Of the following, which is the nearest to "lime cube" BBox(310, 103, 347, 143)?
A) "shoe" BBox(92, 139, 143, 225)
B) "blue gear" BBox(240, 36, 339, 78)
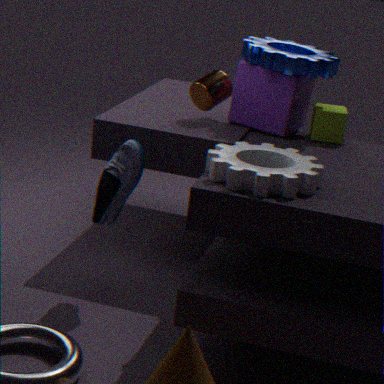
"blue gear" BBox(240, 36, 339, 78)
